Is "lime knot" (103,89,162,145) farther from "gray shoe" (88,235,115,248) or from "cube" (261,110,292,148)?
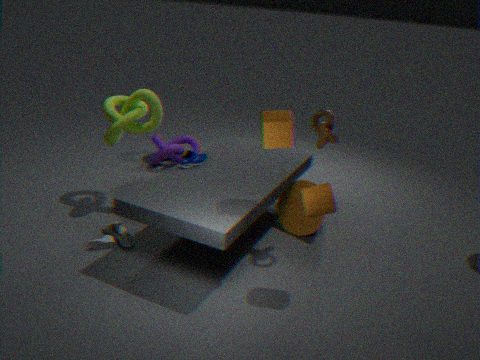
"cube" (261,110,292,148)
